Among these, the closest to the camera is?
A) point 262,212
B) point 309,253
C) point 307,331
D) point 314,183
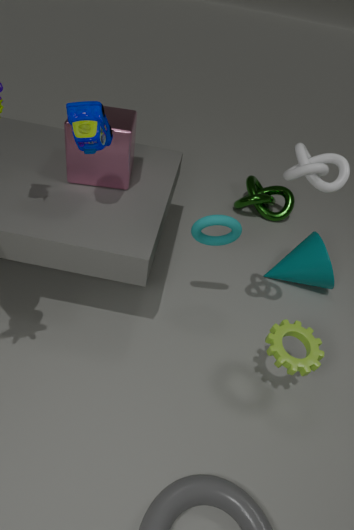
D. point 314,183
